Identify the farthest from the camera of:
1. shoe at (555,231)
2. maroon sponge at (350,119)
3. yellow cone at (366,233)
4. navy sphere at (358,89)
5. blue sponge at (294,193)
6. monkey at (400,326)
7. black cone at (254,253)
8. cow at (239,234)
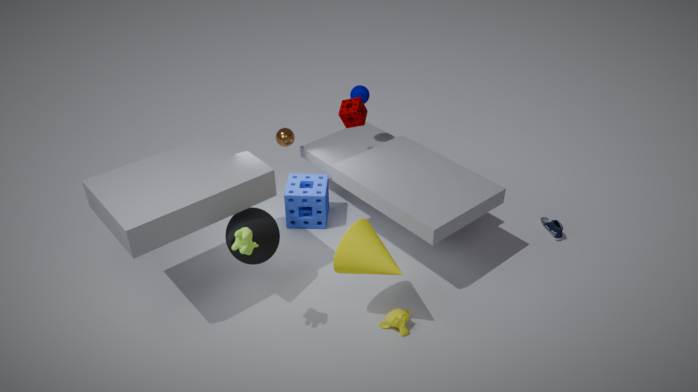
navy sphere at (358,89)
